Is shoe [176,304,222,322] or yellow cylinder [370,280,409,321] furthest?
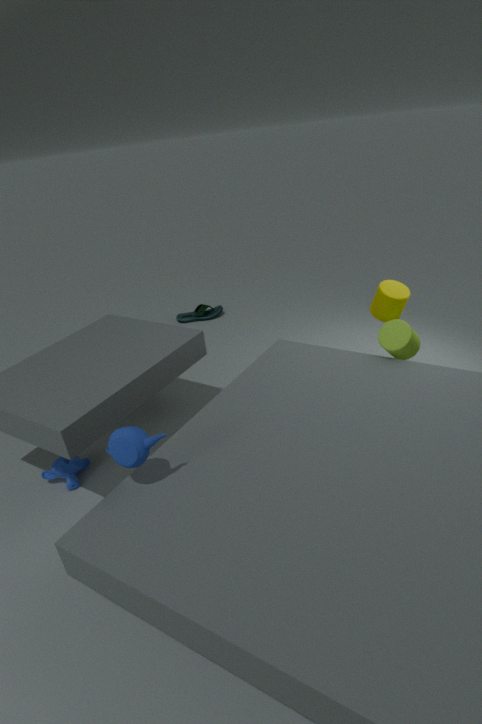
shoe [176,304,222,322]
